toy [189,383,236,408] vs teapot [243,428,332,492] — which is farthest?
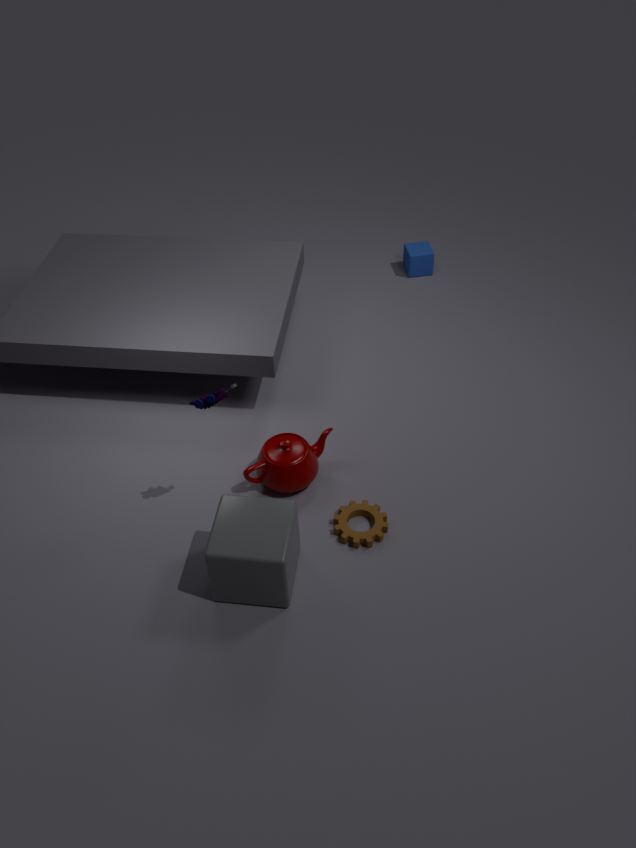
teapot [243,428,332,492]
